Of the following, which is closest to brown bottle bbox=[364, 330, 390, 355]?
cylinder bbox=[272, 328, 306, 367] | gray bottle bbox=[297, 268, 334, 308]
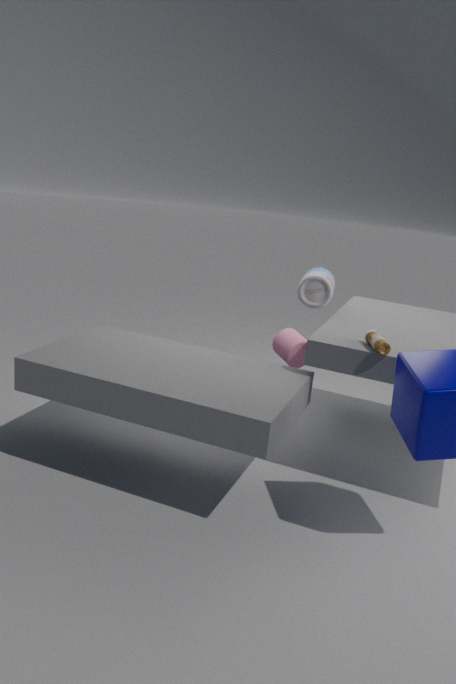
cylinder bbox=[272, 328, 306, 367]
